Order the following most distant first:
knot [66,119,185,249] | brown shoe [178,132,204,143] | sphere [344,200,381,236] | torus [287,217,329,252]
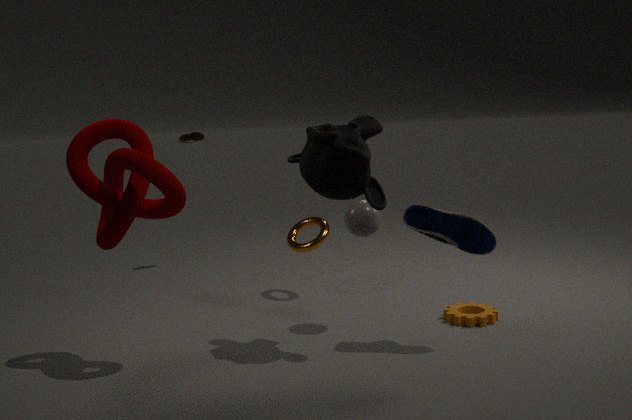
brown shoe [178,132,204,143] → torus [287,217,329,252] → sphere [344,200,381,236] → knot [66,119,185,249]
